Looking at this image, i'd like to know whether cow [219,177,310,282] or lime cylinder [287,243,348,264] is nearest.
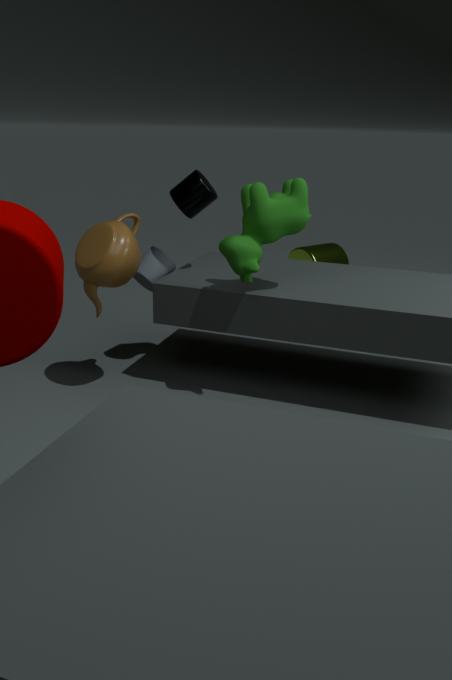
cow [219,177,310,282]
